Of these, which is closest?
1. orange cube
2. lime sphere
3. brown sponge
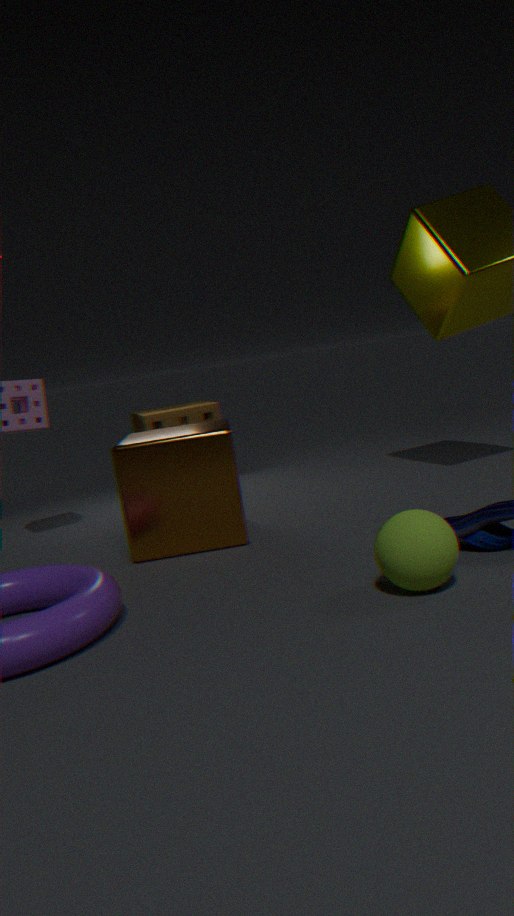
lime sphere
